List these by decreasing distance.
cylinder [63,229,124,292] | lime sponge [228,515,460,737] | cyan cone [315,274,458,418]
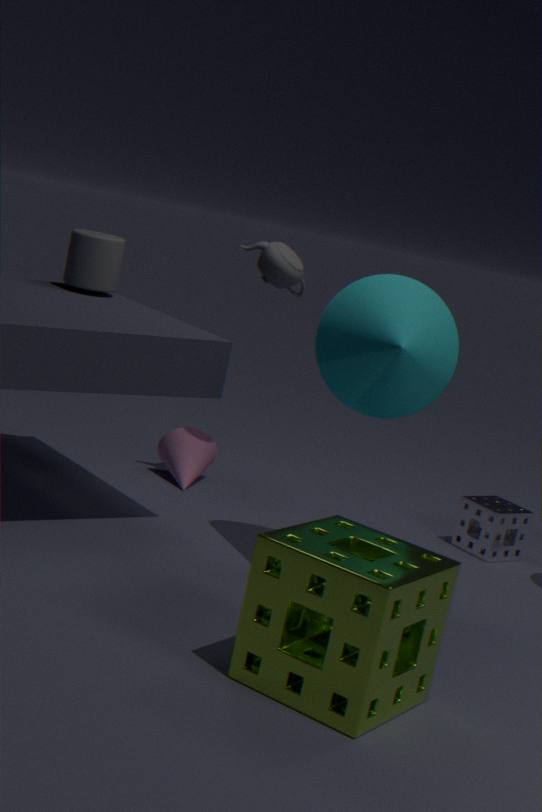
cylinder [63,229,124,292], cyan cone [315,274,458,418], lime sponge [228,515,460,737]
